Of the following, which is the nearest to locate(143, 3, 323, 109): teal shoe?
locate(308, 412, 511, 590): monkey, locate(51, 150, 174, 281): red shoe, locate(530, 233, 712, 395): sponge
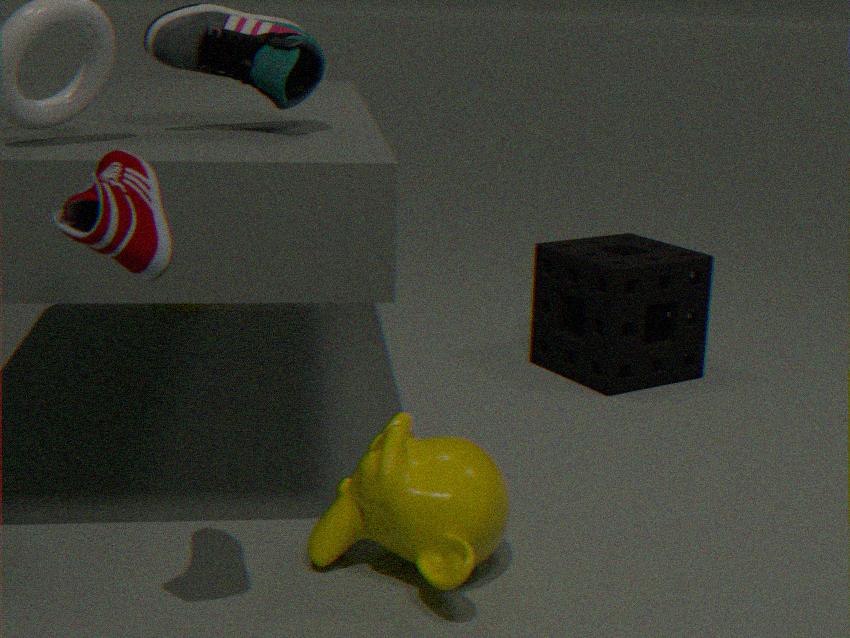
locate(51, 150, 174, 281): red shoe
